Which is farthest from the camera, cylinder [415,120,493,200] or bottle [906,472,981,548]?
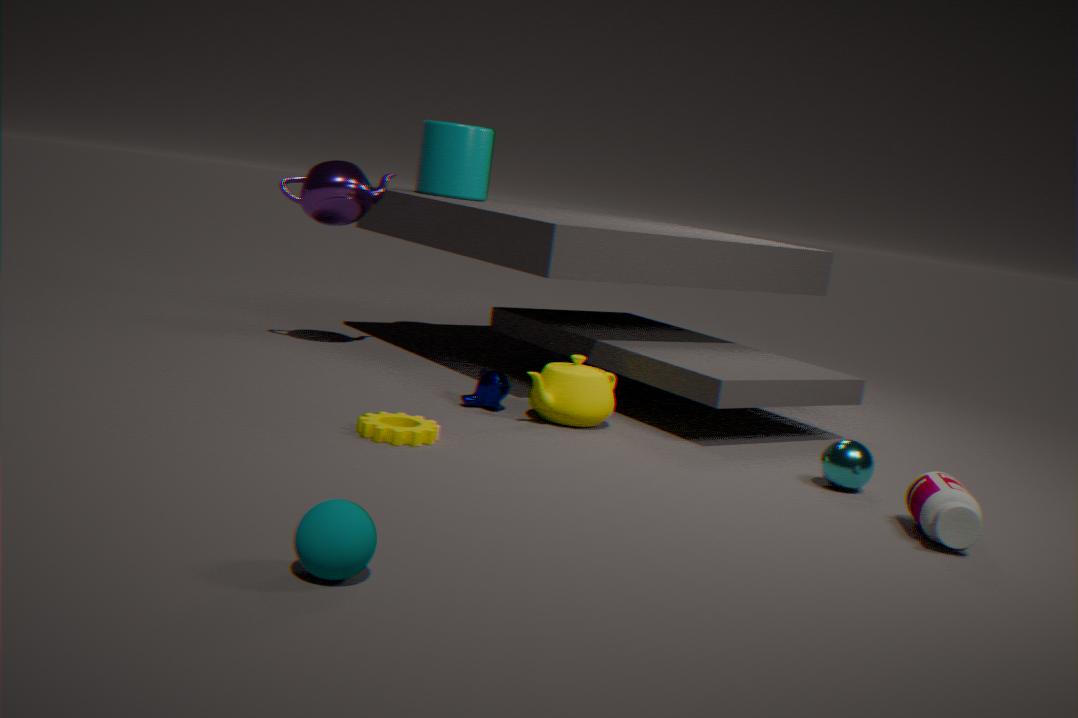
cylinder [415,120,493,200]
